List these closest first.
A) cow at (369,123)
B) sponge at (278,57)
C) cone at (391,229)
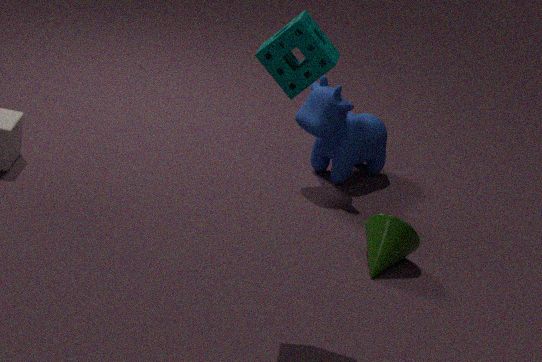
sponge at (278,57), cone at (391,229), cow at (369,123)
